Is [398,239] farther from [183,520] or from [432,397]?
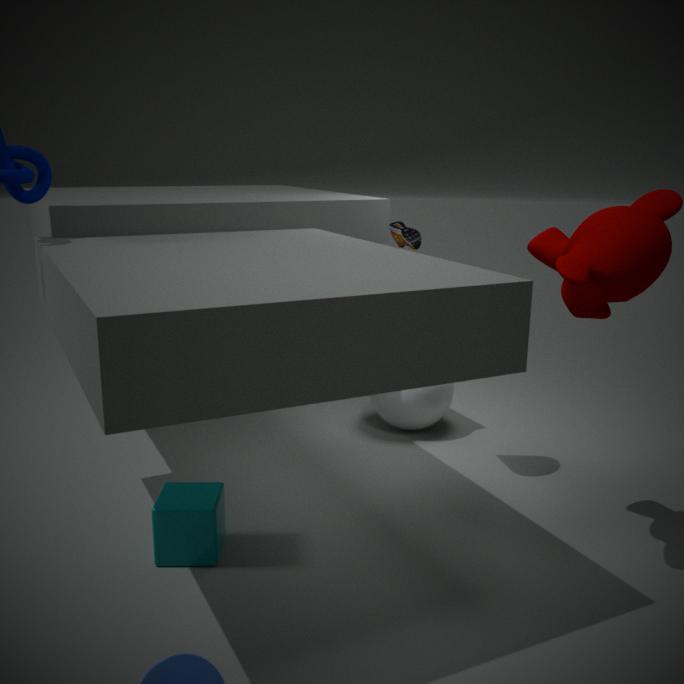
[183,520]
